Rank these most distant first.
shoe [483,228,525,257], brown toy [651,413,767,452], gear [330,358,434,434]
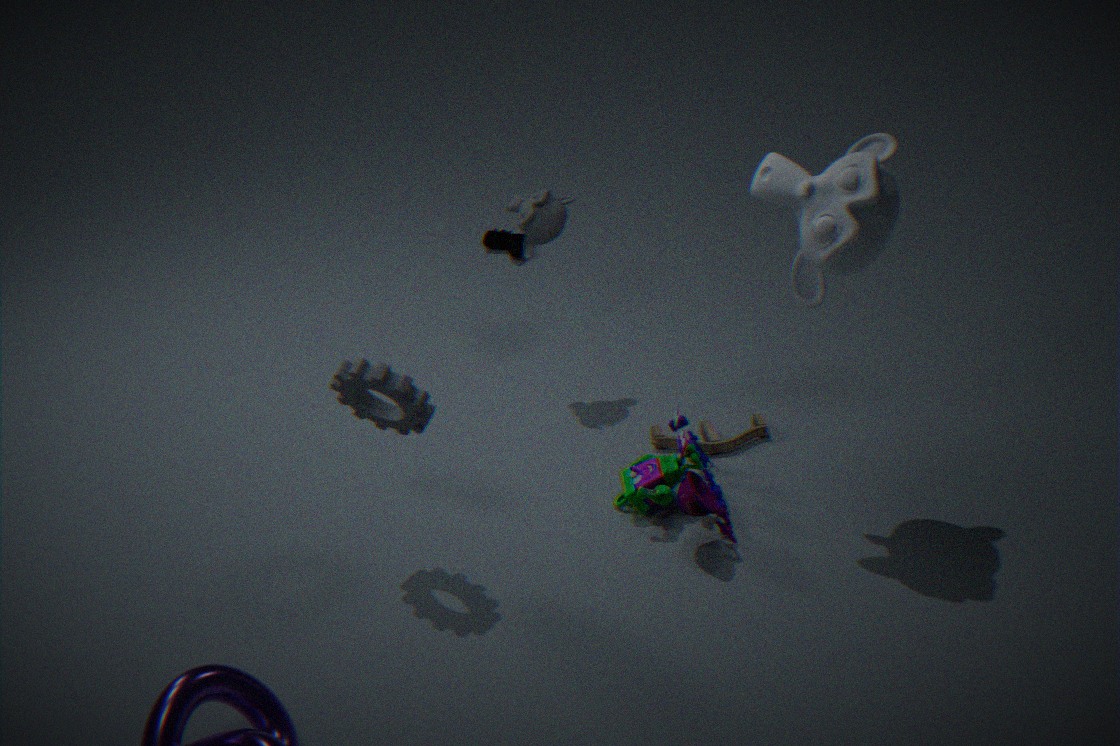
shoe [483,228,525,257] < brown toy [651,413,767,452] < gear [330,358,434,434]
